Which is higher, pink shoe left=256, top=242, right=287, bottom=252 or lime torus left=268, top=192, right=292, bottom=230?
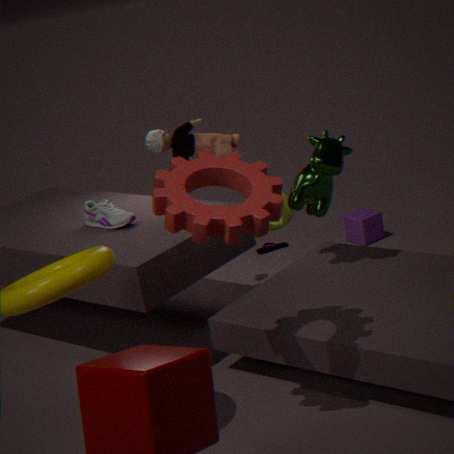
lime torus left=268, top=192, right=292, bottom=230
